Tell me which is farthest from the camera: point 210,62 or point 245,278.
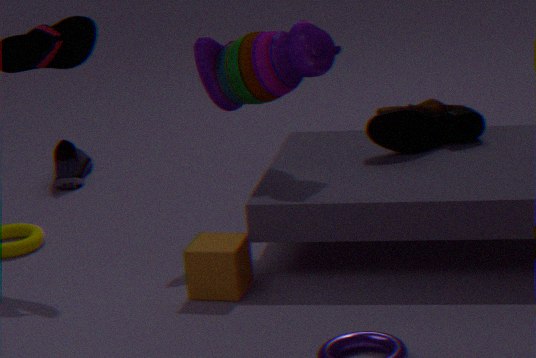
point 210,62
